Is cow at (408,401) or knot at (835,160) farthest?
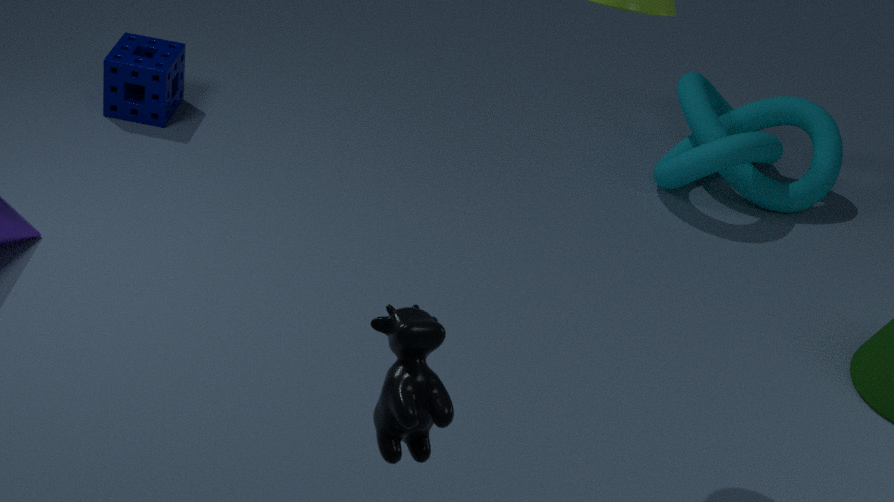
knot at (835,160)
